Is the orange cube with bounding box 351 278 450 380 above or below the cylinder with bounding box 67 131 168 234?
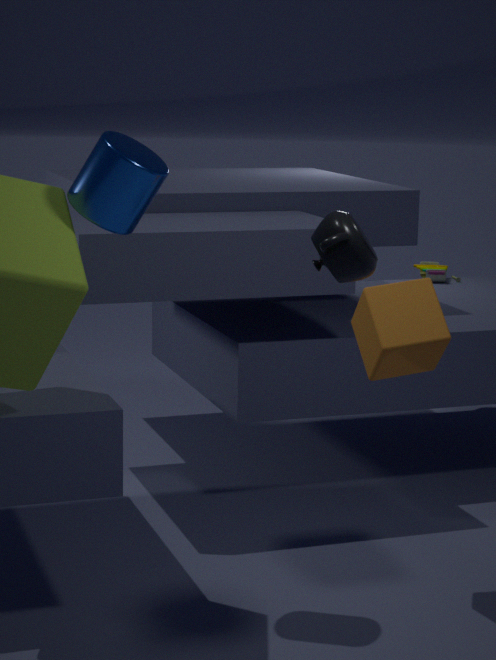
below
